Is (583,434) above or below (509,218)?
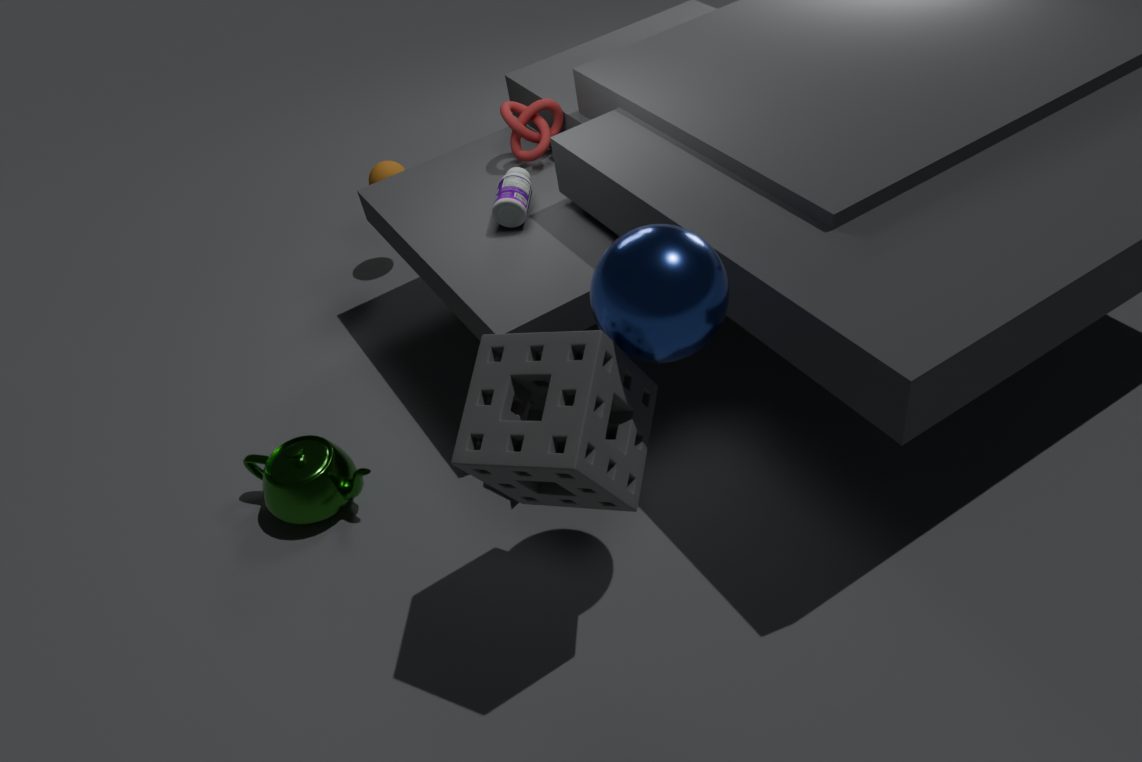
above
